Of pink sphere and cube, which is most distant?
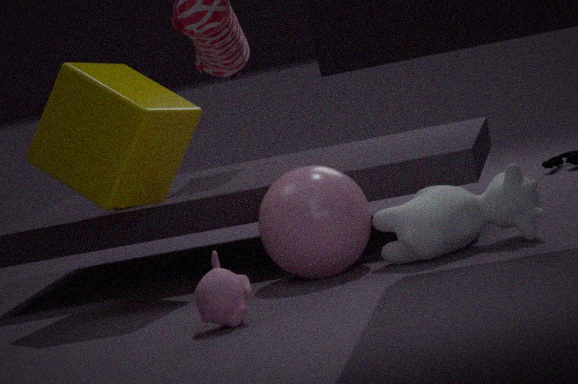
cube
